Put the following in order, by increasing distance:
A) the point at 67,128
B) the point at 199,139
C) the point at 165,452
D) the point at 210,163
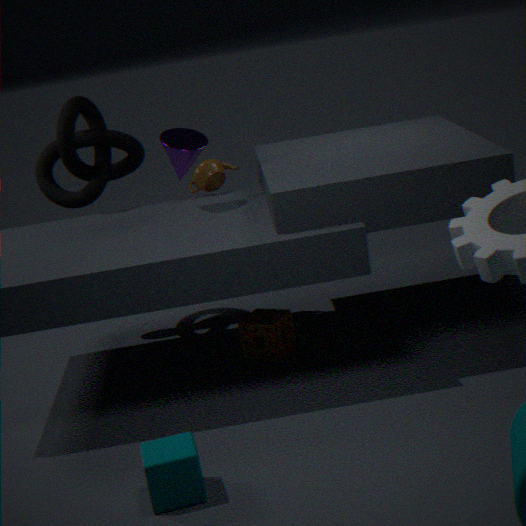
the point at 165,452
the point at 199,139
the point at 67,128
the point at 210,163
